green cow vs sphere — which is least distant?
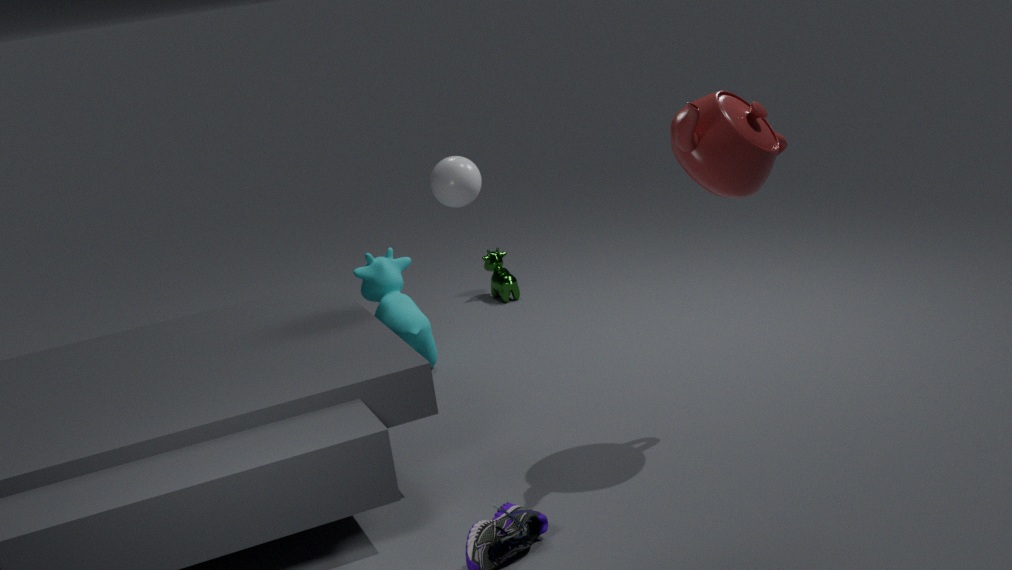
sphere
